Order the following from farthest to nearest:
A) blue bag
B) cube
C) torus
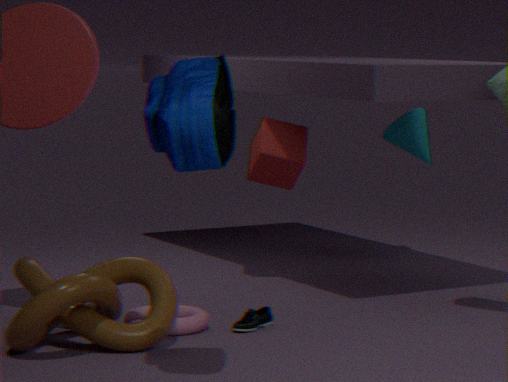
cube < torus < blue bag
